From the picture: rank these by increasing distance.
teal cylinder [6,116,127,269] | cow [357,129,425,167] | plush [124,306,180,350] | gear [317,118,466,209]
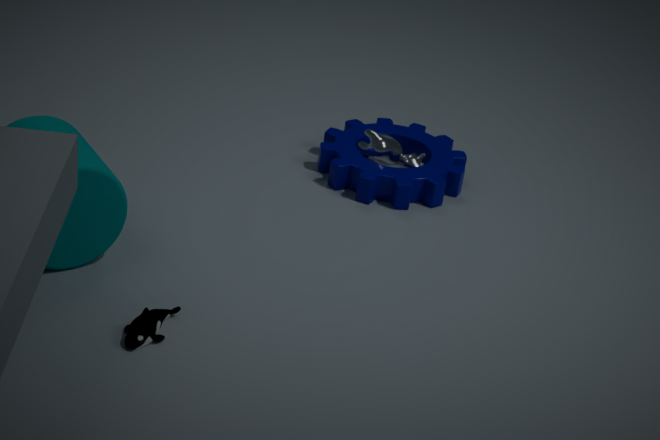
plush [124,306,180,350]
teal cylinder [6,116,127,269]
gear [317,118,466,209]
cow [357,129,425,167]
